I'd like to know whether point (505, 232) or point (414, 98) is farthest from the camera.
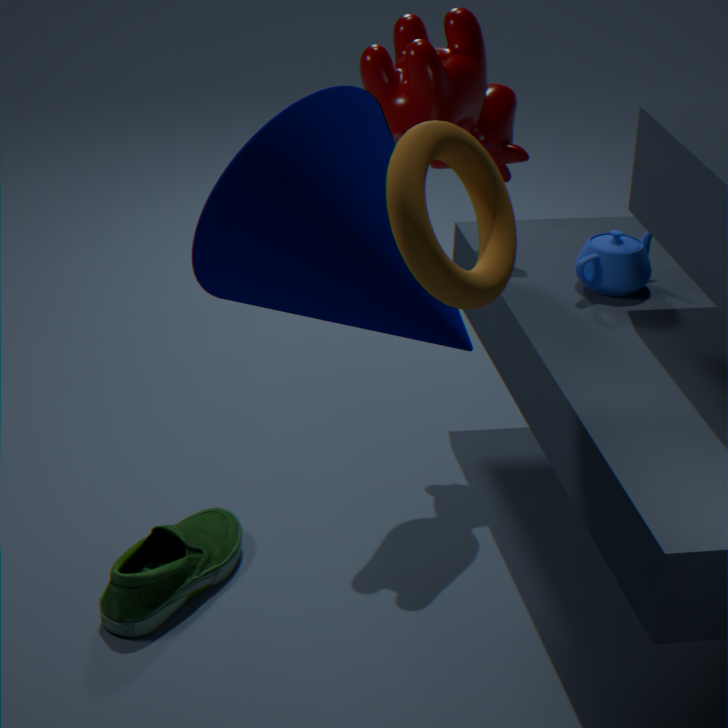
point (414, 98)
